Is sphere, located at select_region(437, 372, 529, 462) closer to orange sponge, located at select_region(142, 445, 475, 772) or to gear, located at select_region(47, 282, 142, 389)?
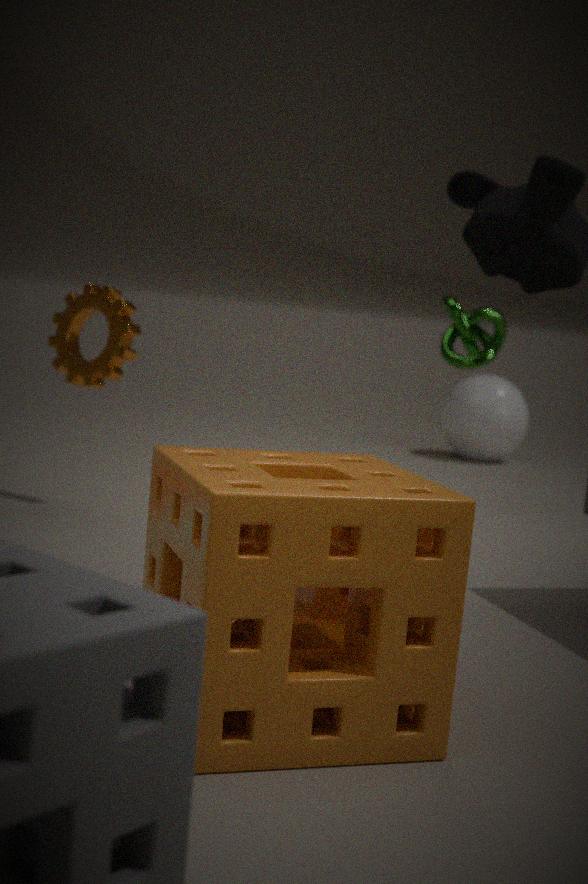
gear, located at select_region(47, 282, 142, 389)
